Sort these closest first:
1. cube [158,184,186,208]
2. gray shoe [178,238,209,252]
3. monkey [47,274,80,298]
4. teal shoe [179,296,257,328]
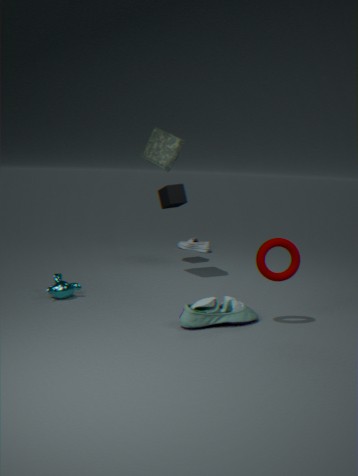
1. teal shoe [179,296,257,328]
2. monkey [47,274,80,298]
3. cube [158,184,186,208]
4. gray shoe [178,238,209,252]
